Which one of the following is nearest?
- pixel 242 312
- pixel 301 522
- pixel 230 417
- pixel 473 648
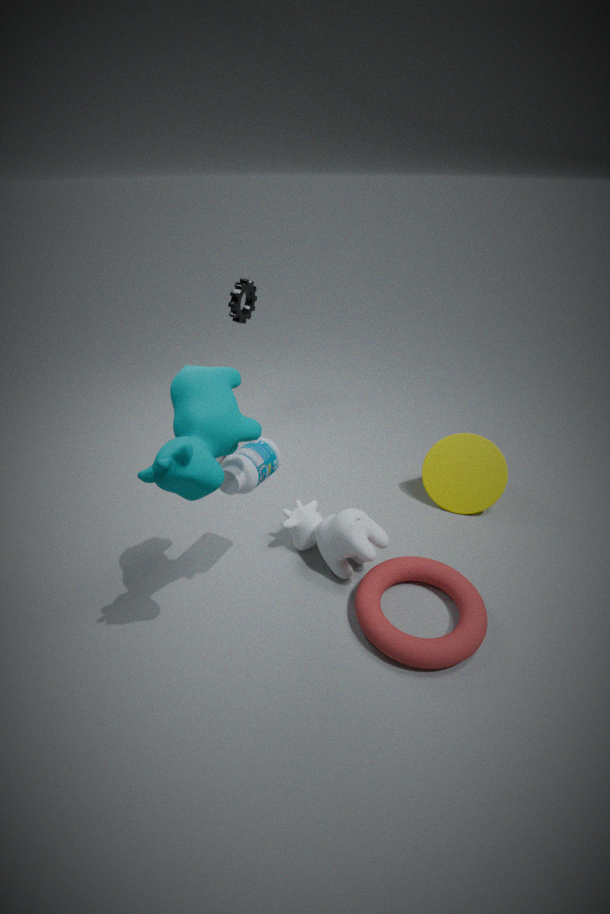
pixel 230 417
